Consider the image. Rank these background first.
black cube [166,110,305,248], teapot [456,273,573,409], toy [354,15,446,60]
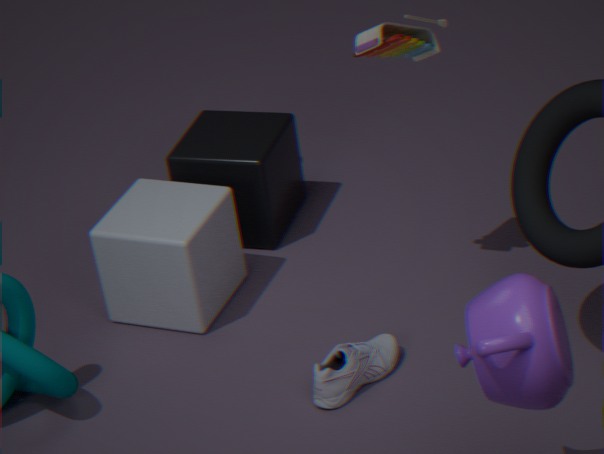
black cube [166,110,305,248], toy [354,15,446,60], teapot [456,273,573,409]
